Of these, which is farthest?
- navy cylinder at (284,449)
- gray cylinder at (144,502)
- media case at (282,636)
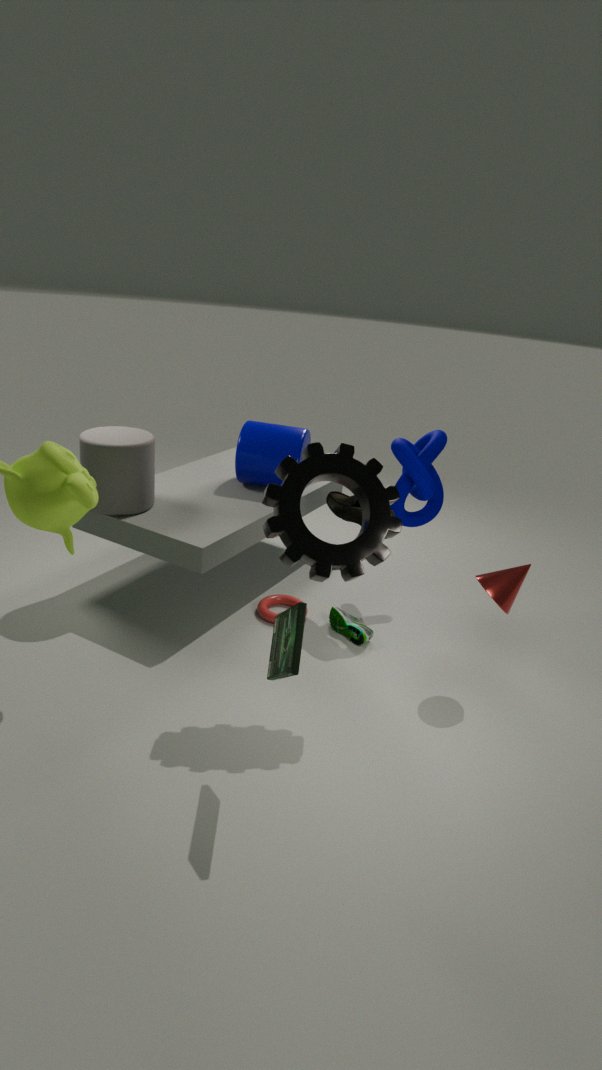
navy cylinder at (284,449)
